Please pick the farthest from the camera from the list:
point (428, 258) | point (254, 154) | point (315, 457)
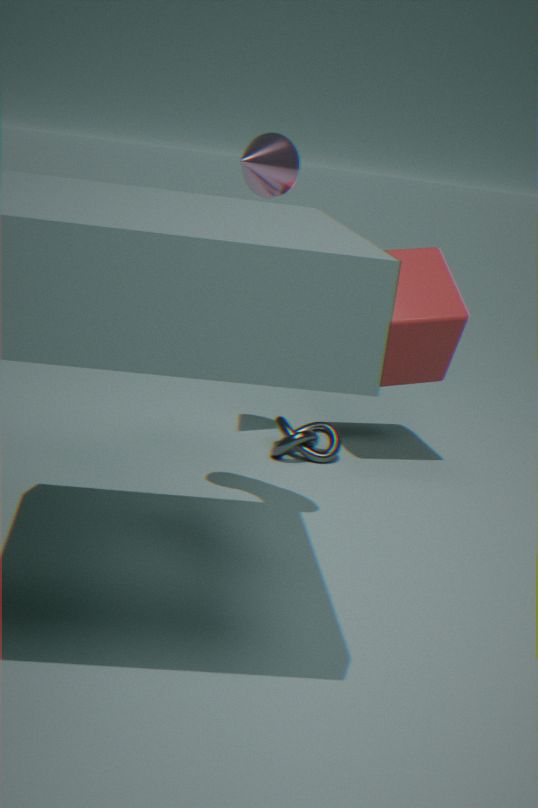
point (315, 457)
